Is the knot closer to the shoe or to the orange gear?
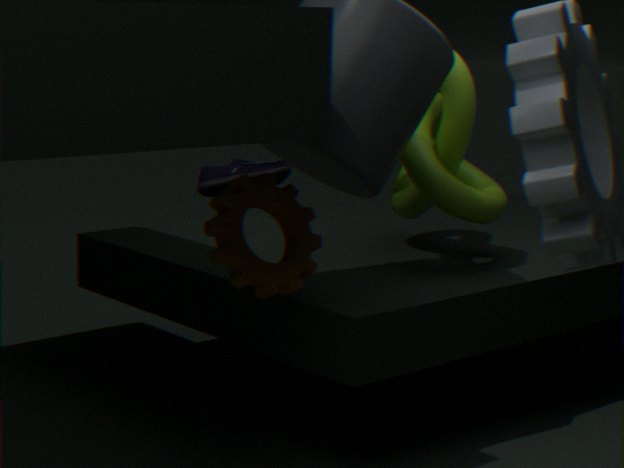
the orange gear
